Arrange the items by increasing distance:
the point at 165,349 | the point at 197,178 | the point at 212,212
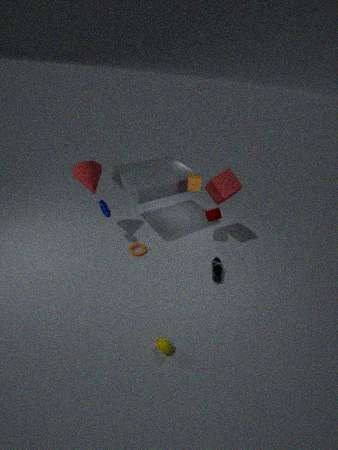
the point at 165,349 → the point at 197,178 → the point at 212,212
